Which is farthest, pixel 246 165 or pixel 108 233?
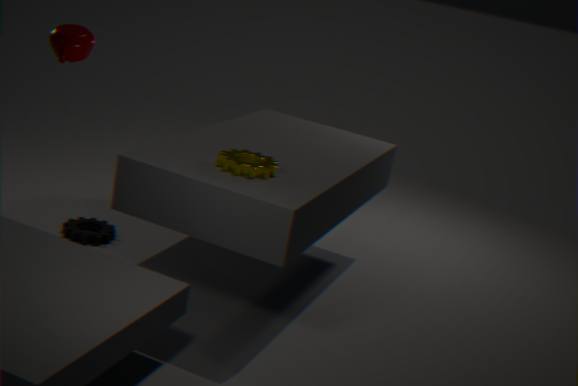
pixel 108 233
